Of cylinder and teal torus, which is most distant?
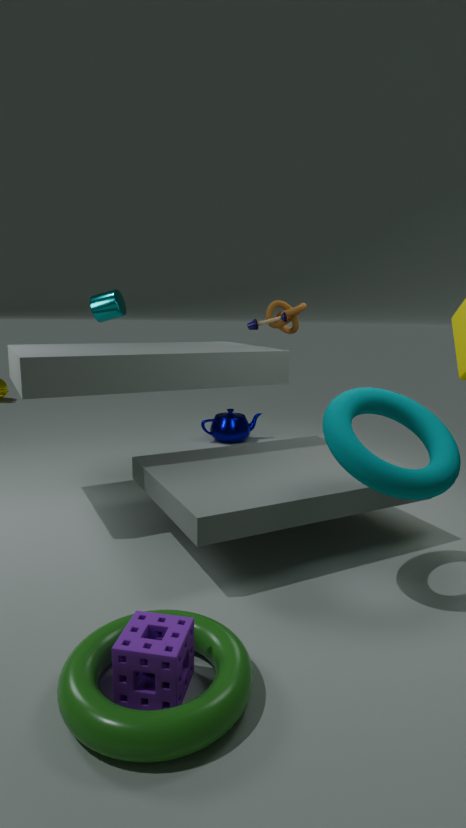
cylinder
